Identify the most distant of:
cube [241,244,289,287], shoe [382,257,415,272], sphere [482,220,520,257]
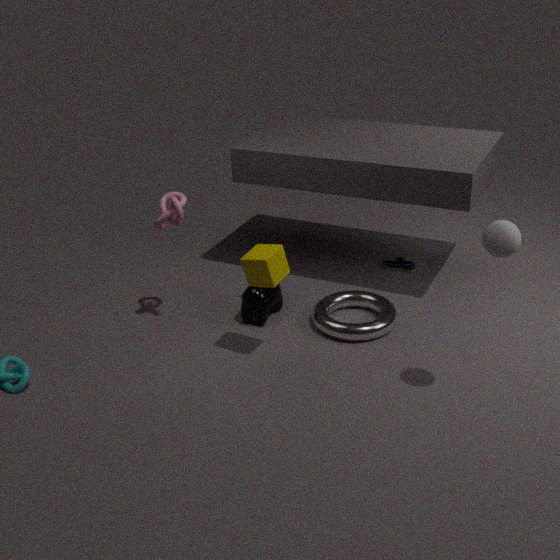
shoe [382,257,415,272]
